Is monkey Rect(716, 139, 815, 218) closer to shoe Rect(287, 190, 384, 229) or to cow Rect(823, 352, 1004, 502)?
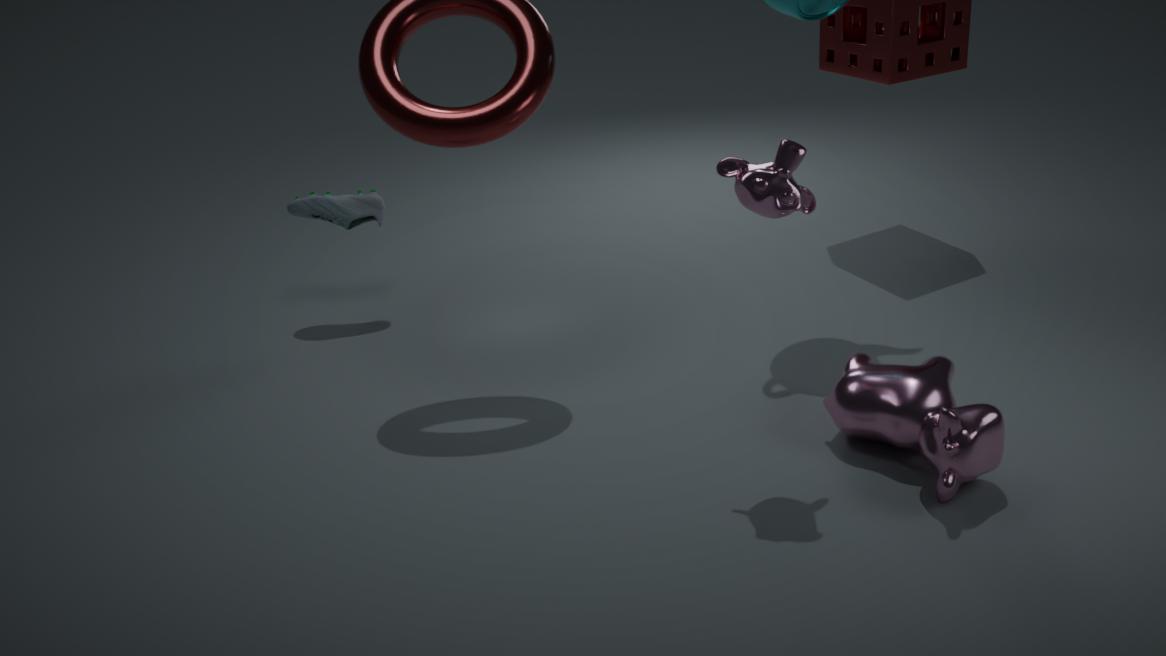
cow Rect(823, 352, 1004, 502)
